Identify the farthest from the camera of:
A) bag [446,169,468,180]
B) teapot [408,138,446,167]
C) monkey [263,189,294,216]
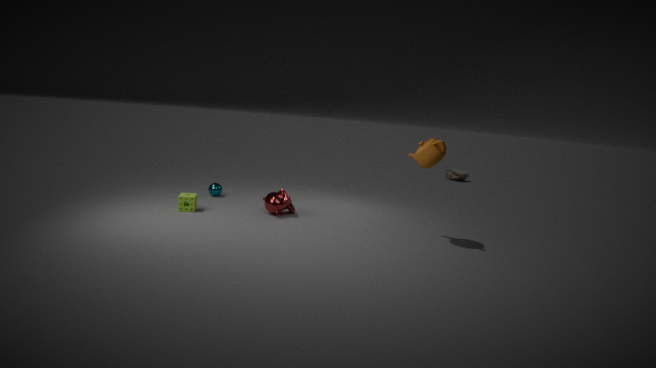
bag [446,169,468,180]
